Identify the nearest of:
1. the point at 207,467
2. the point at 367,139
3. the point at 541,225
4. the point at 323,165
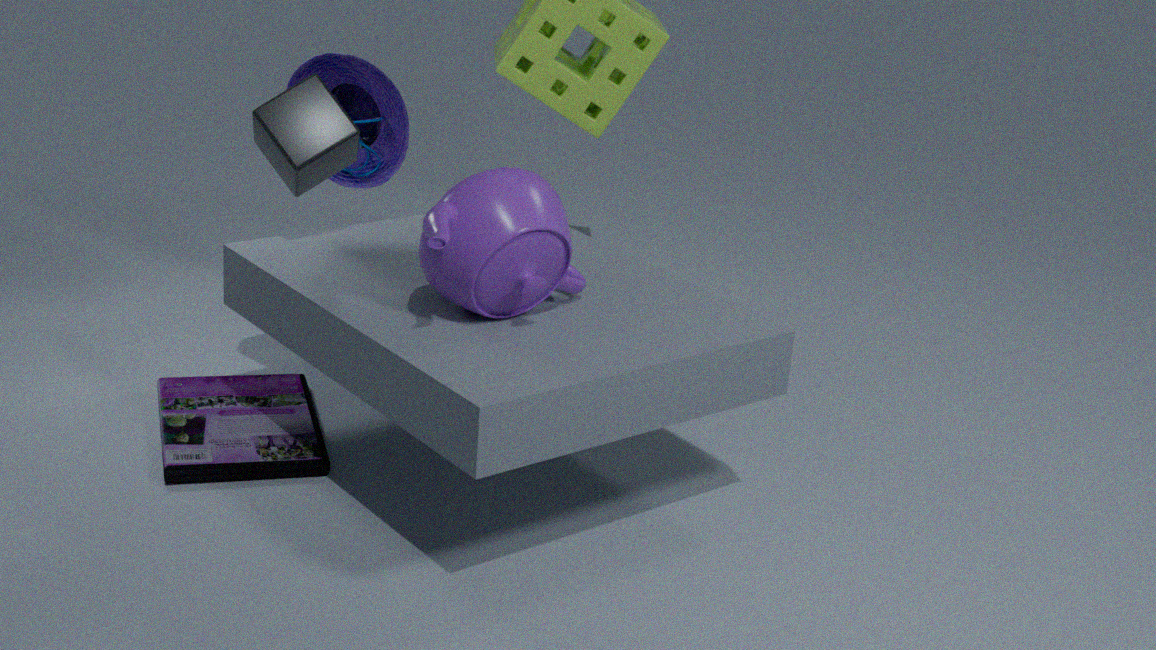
the point at 541,225
